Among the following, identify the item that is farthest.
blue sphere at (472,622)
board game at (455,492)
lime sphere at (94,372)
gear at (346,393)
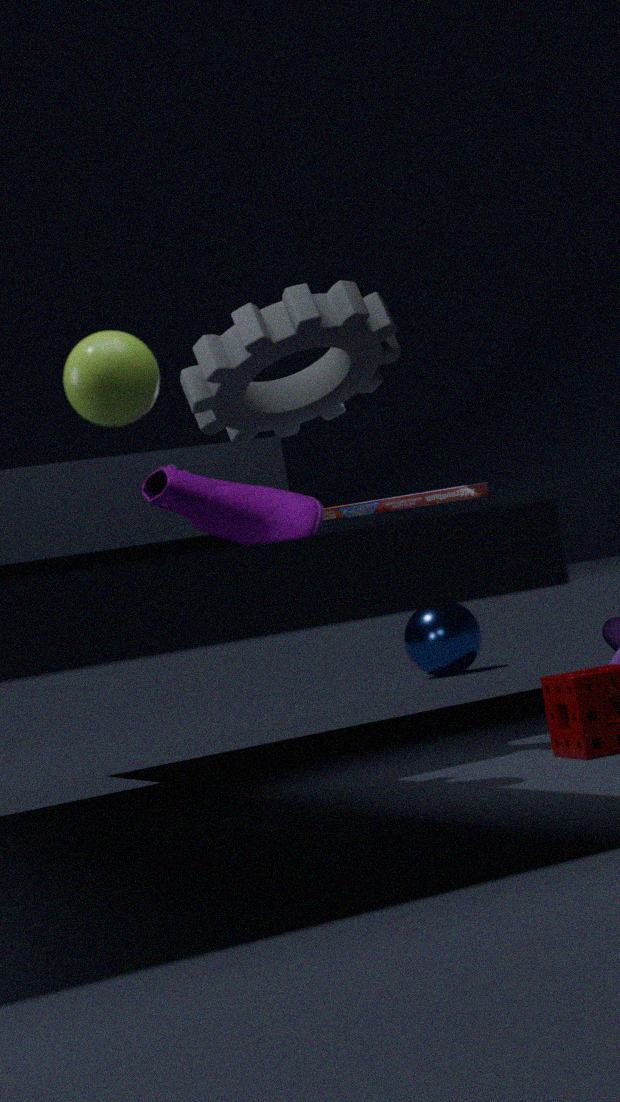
blue sphere at (472,622)
